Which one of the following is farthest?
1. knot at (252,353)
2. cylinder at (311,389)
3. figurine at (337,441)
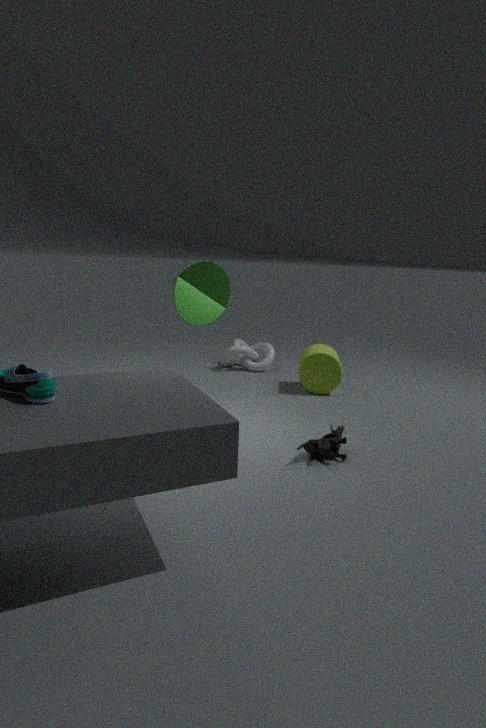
knot at (252,353)
